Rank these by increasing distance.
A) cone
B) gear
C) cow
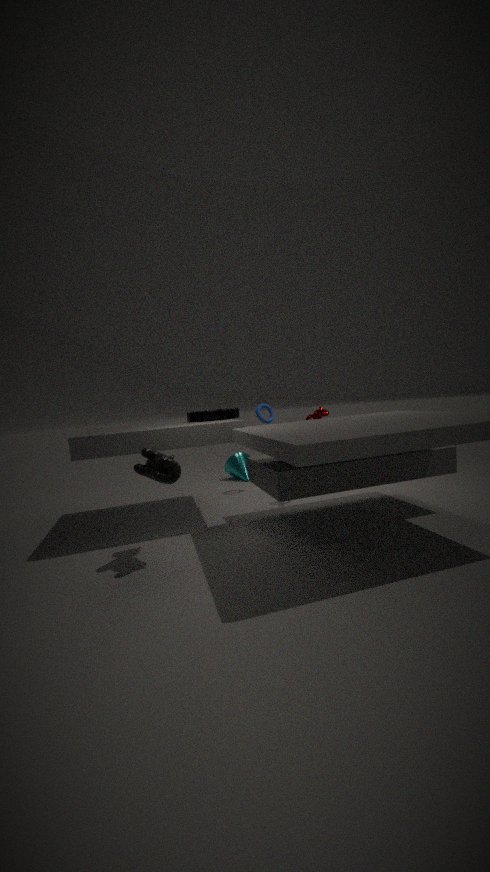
cow < gear < cone
